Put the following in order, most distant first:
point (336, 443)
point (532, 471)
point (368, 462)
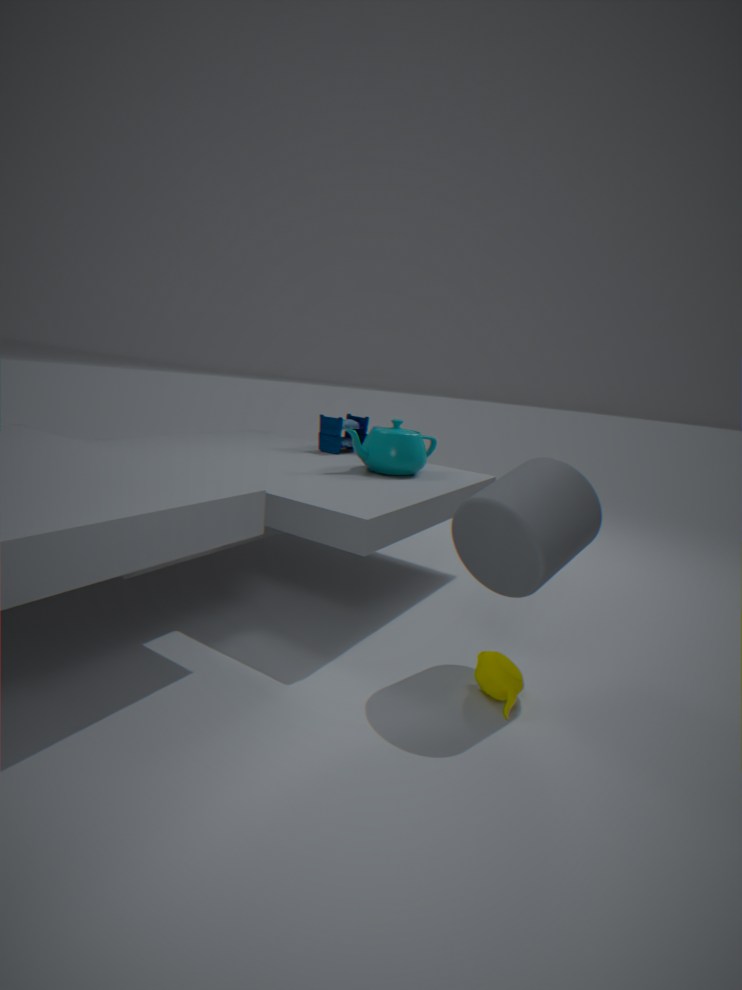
point (336, 443), point (368, 462), point (532, 471)
